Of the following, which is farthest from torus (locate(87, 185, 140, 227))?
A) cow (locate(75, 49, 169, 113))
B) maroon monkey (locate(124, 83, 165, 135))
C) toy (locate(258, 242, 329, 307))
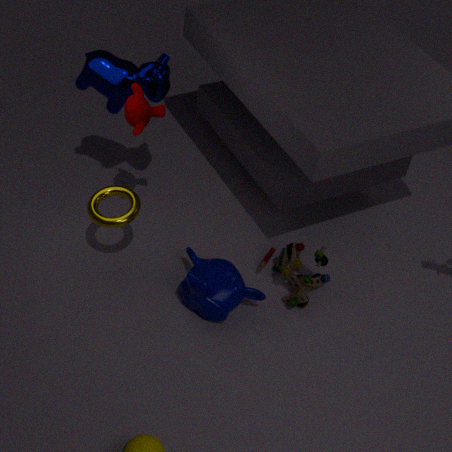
toy (locate(258, 242, 329, 307))
